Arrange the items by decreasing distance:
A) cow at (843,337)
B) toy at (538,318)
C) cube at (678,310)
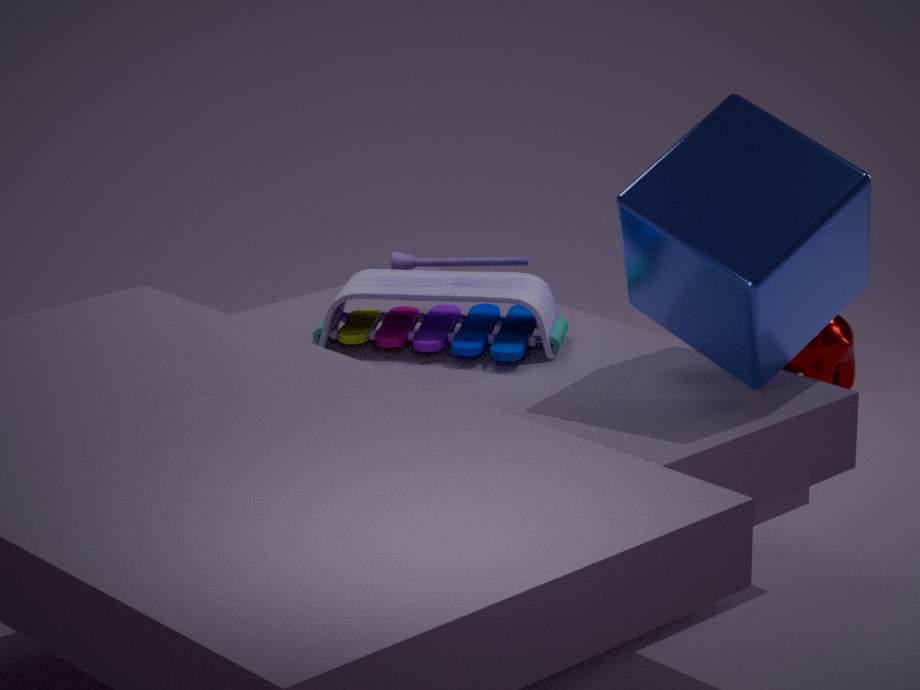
cow at (843,337) → toy at (538,318) → cube at (678,310)
